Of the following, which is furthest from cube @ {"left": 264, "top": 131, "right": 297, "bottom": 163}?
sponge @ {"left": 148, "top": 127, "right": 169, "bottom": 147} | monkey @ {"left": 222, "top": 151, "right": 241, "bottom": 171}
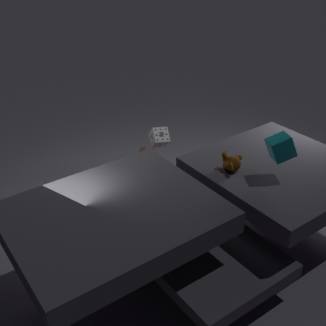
sponge @ {"left": 148, "top": 127, "right": 169, "bottom": 147}
